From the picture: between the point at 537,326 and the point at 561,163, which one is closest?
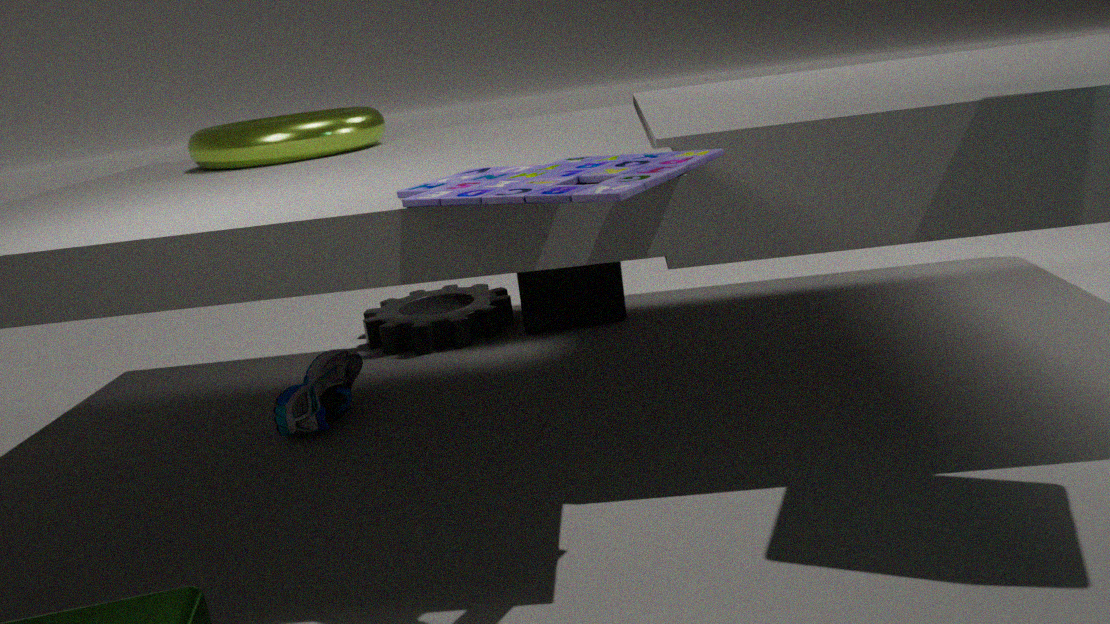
the point at 561,163
